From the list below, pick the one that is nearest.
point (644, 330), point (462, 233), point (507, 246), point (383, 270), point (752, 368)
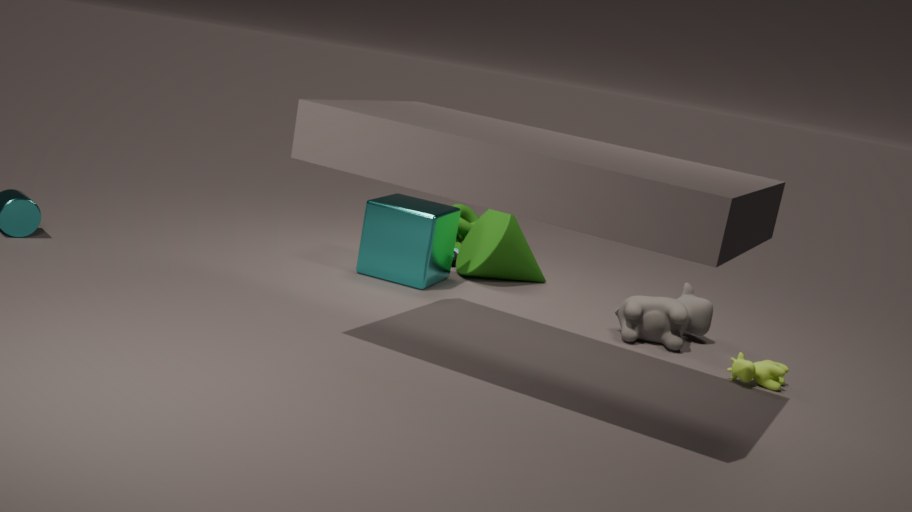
point (752, 368)
